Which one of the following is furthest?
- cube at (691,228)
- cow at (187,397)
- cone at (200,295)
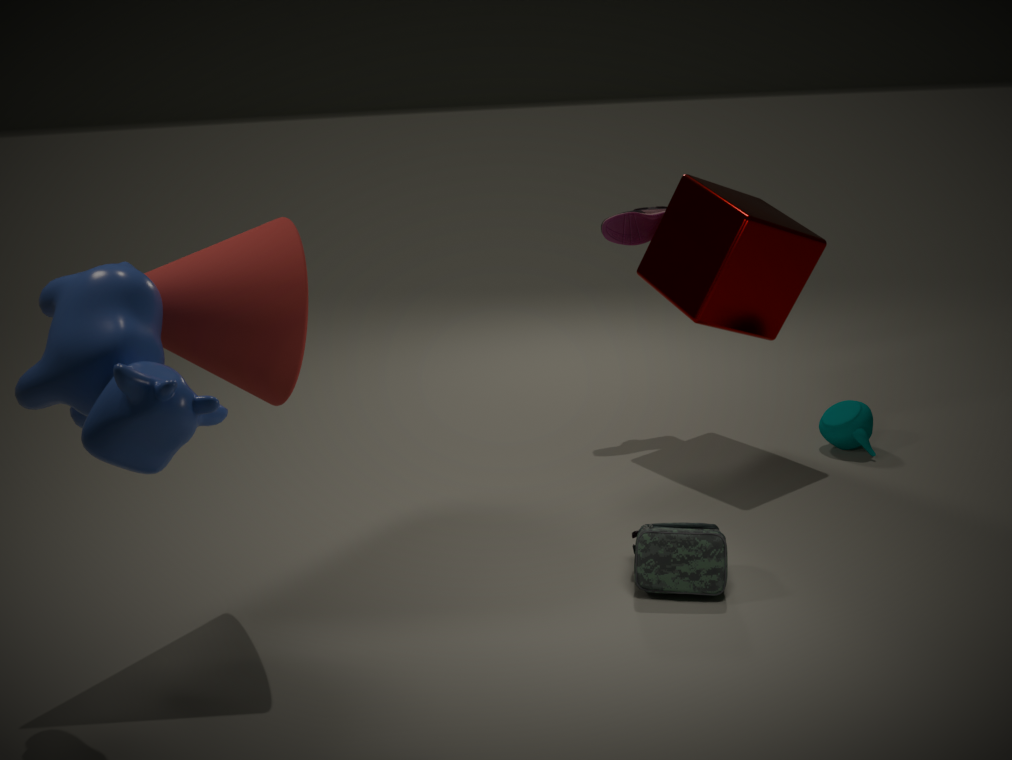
cube at (691,228)
